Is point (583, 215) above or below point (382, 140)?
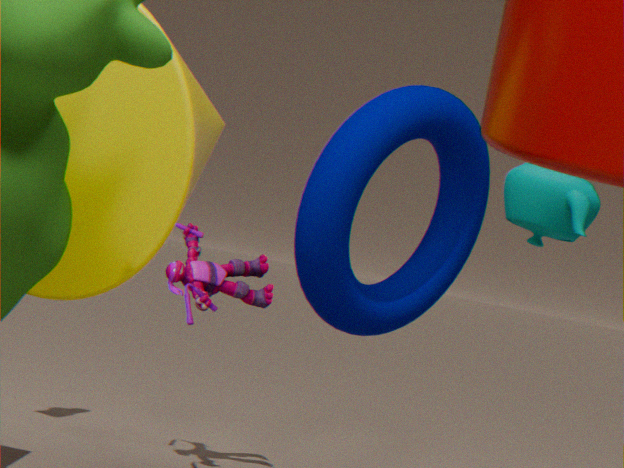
above
